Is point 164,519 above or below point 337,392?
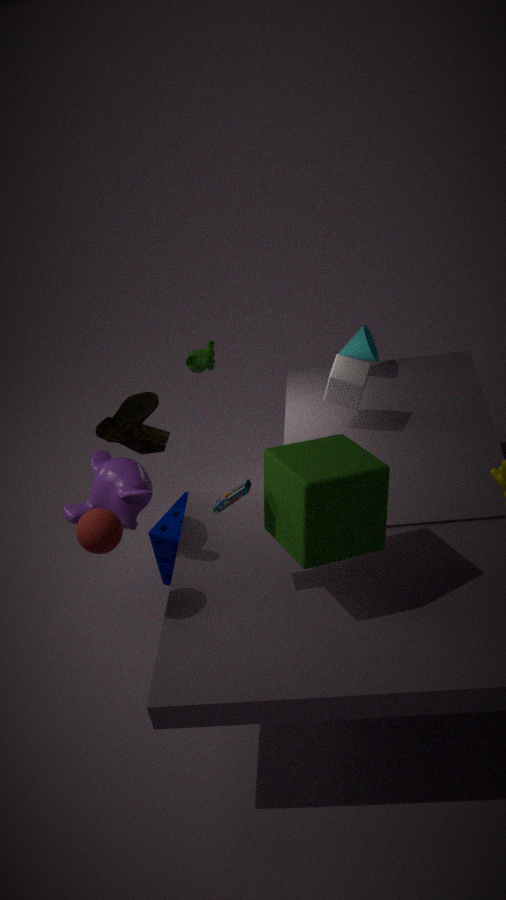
below
